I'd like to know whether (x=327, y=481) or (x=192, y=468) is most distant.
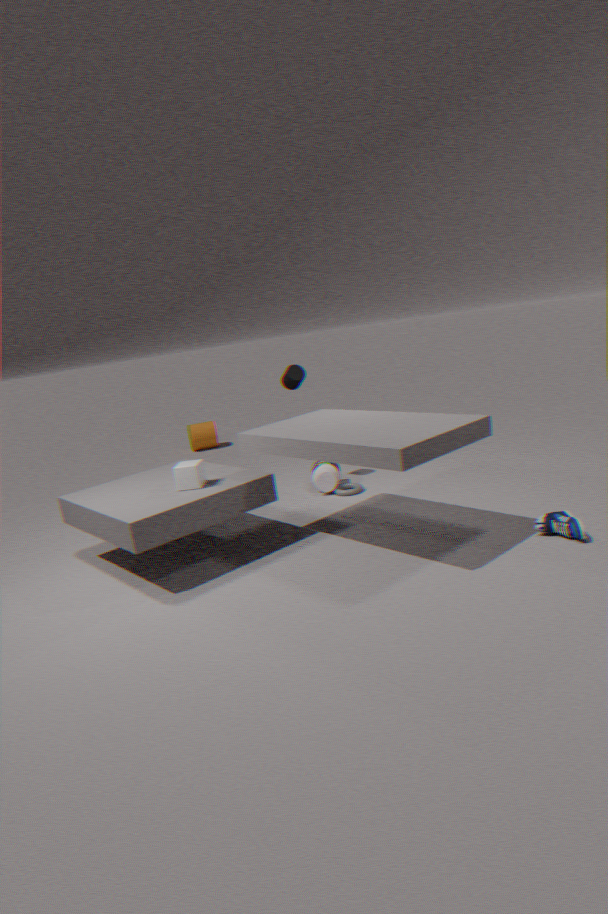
(x=327, y=481)
